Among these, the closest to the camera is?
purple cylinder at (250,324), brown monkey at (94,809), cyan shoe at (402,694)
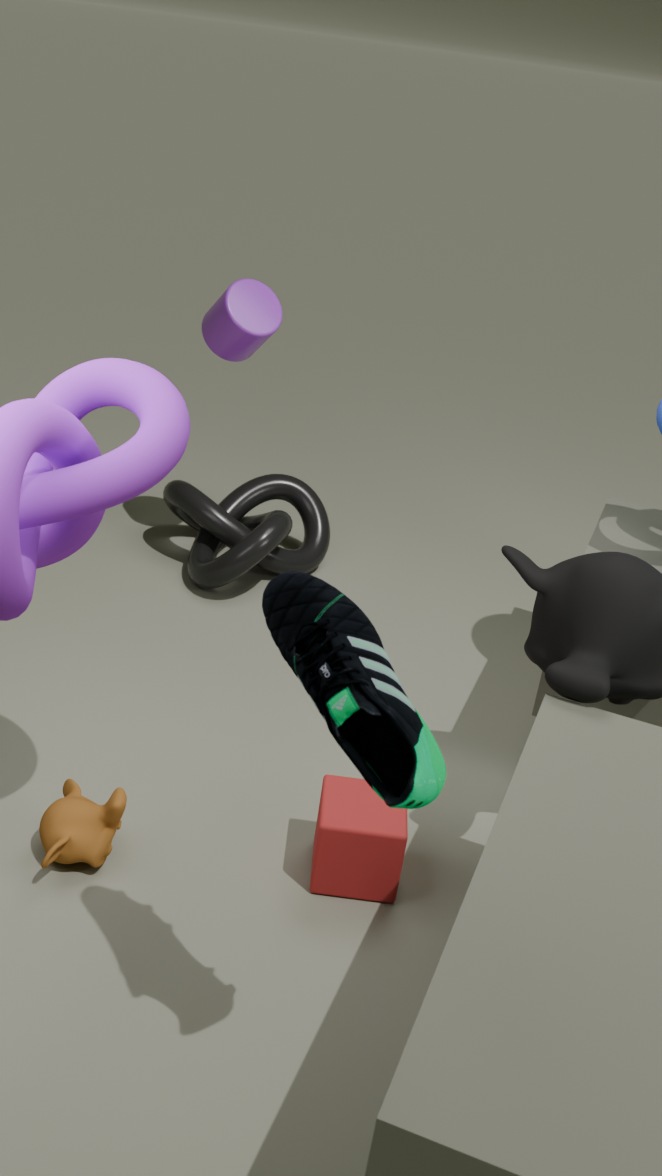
cyan shoe at (402,694)
